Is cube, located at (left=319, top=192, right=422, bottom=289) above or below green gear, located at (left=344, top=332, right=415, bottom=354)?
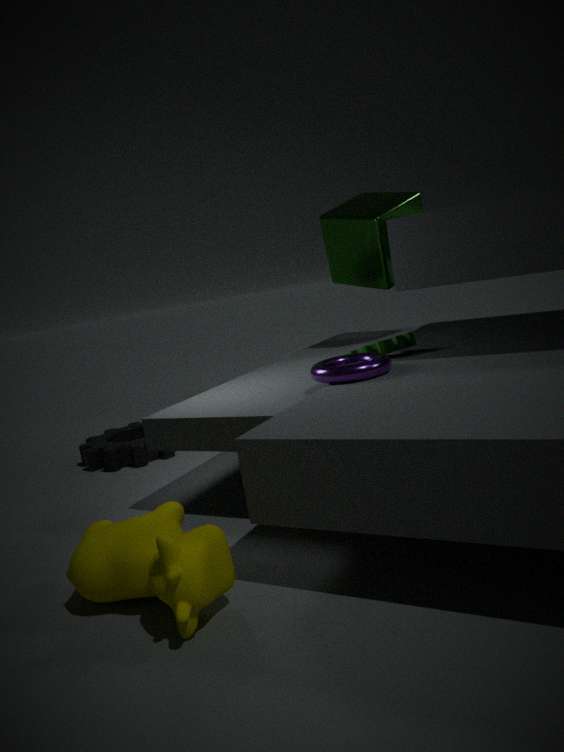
above
